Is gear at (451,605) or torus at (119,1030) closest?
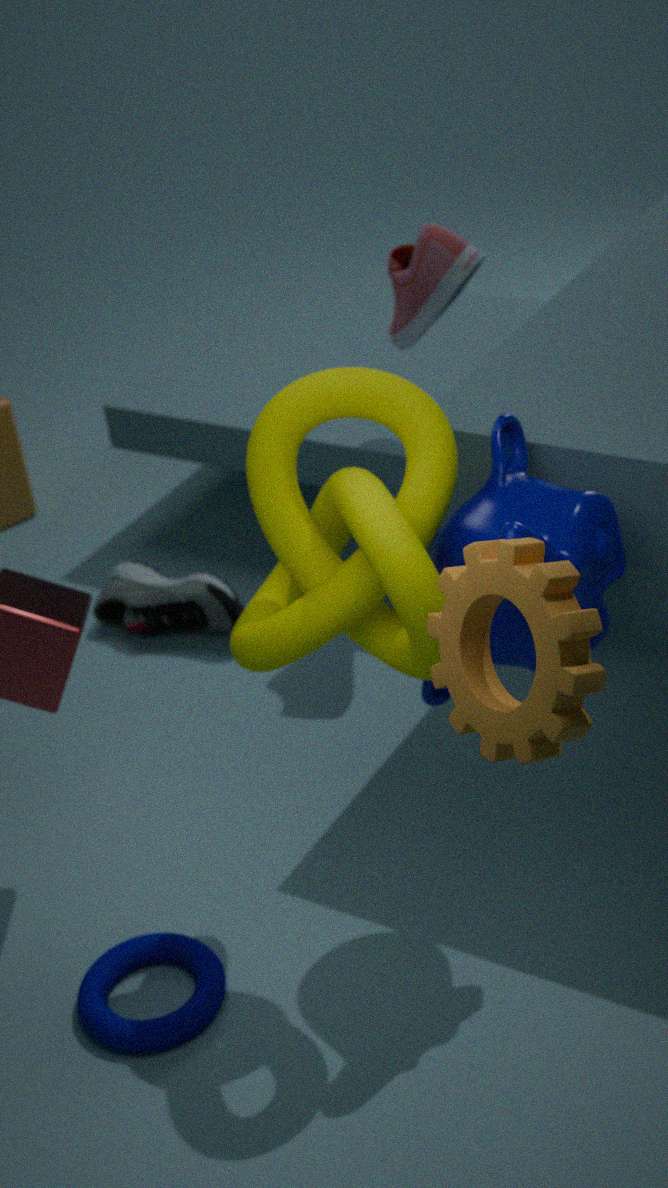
gear at (451,605)
